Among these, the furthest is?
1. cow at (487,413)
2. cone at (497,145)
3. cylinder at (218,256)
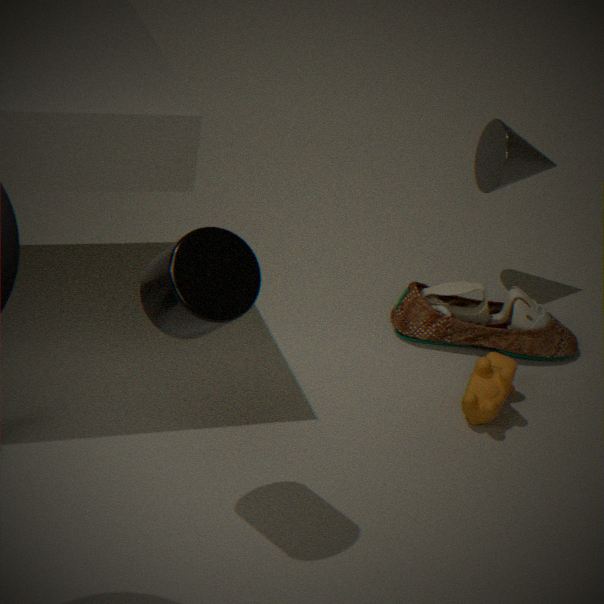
cone at (497,145)
